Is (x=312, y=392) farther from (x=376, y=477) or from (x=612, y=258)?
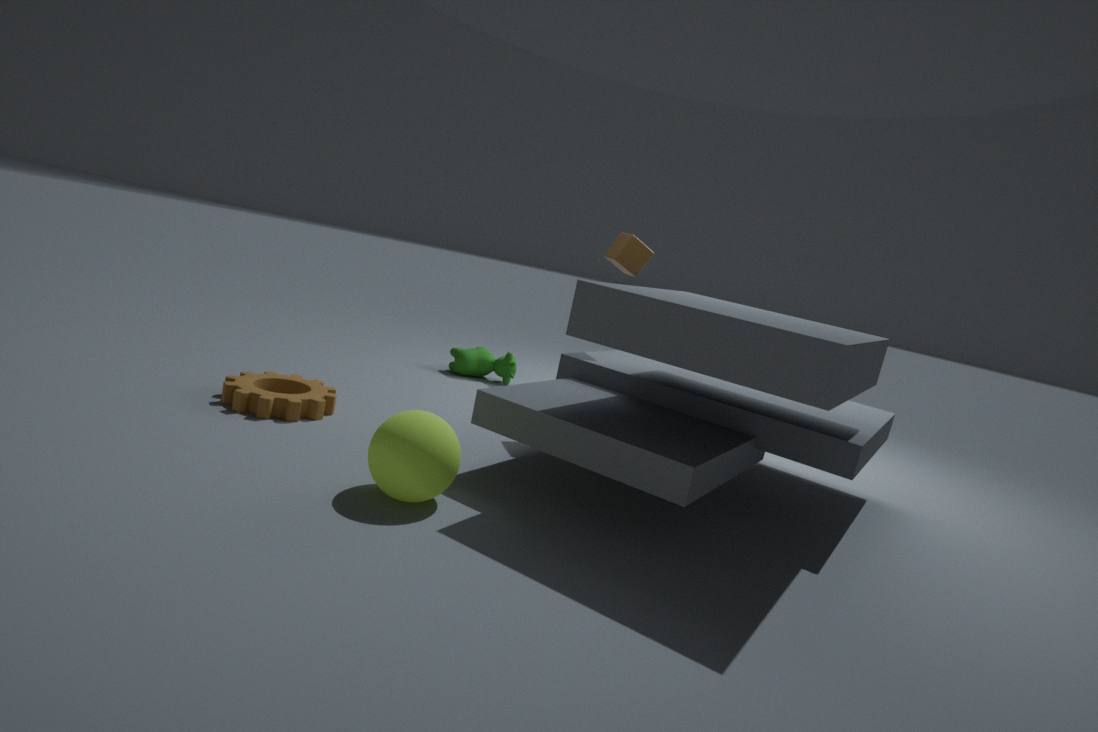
(x=612, y=258)
